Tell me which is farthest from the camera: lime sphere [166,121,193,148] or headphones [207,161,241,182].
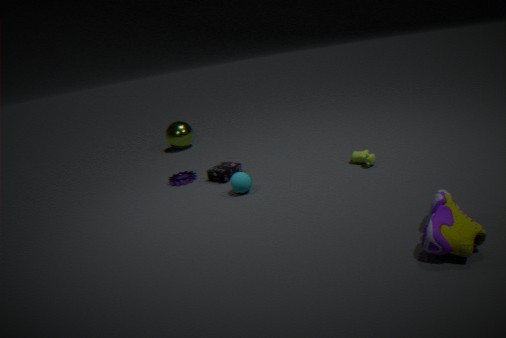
lime sphere [166,121,193,148]
